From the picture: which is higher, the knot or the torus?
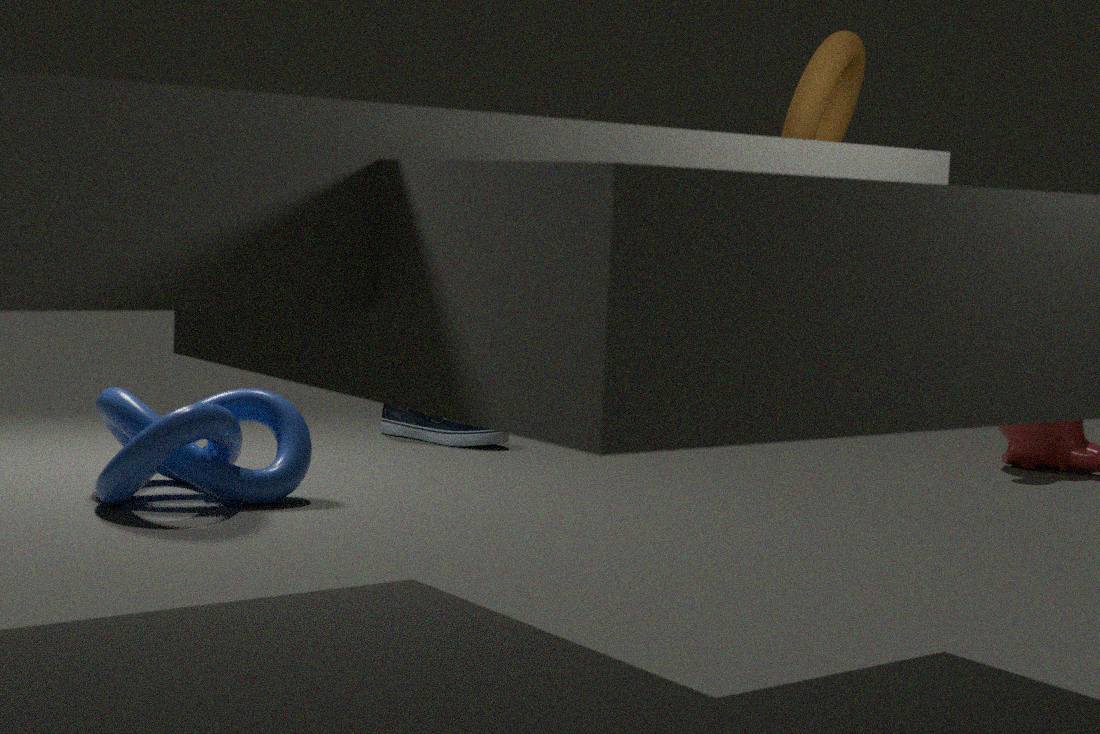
the torus
